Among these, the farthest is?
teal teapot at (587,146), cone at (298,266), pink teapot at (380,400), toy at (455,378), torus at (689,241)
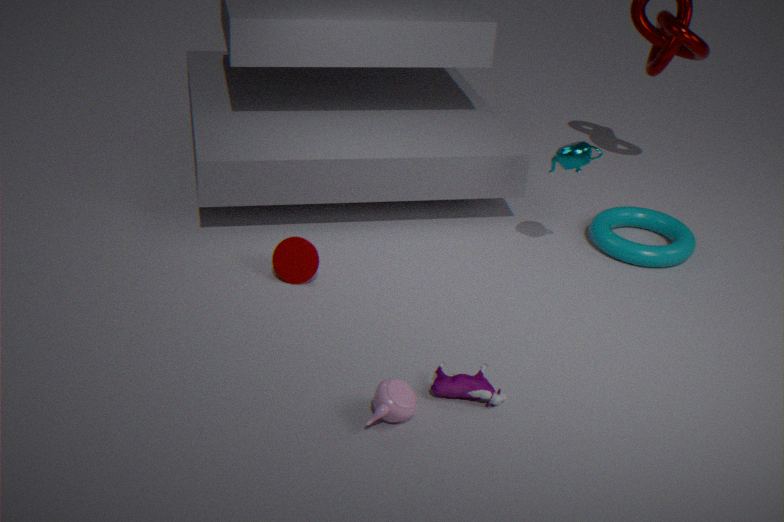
torus at (689,241)
